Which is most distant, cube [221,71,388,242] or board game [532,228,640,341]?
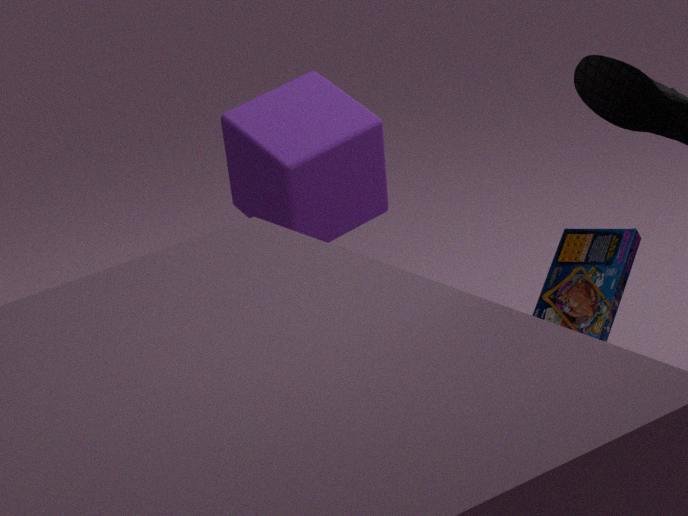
cube [221,71,388,242]
